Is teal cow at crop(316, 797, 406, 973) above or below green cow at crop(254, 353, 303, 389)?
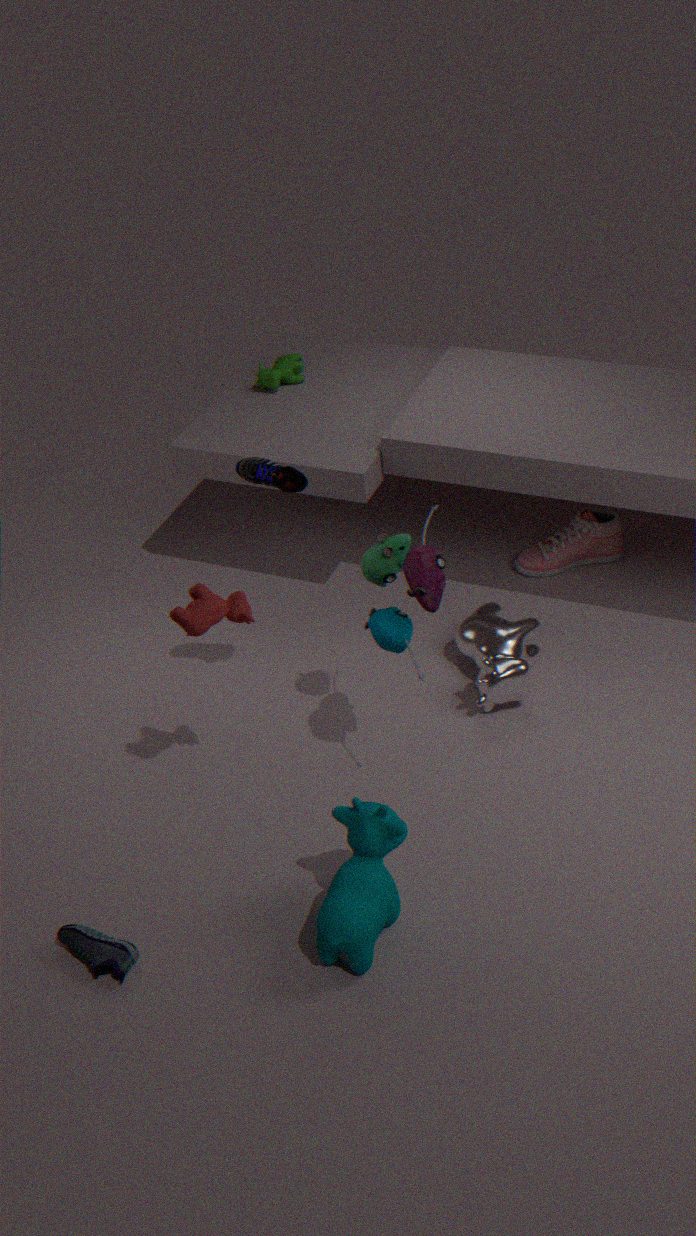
below
